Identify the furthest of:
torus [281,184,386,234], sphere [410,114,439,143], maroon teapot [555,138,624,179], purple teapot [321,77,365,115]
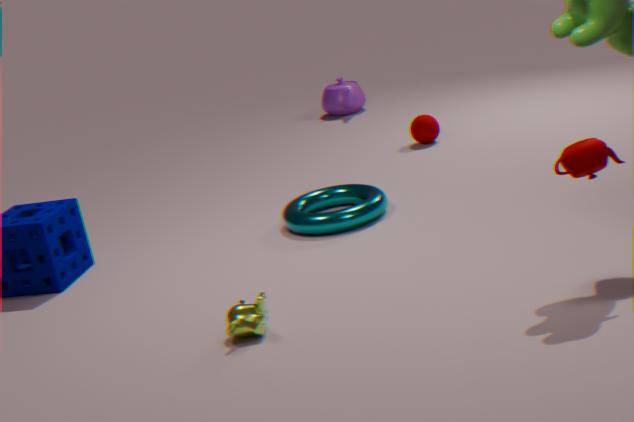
purple teapot [321,77,365,115]
